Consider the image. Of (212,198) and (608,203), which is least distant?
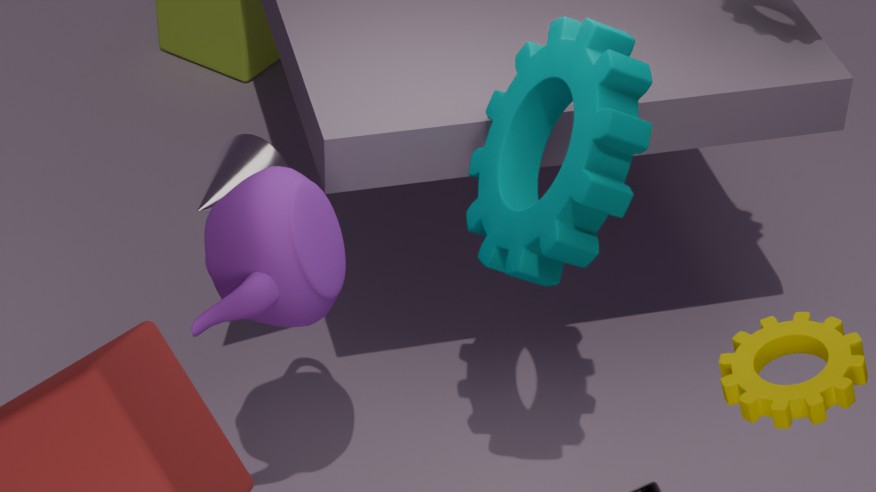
(608,203)
